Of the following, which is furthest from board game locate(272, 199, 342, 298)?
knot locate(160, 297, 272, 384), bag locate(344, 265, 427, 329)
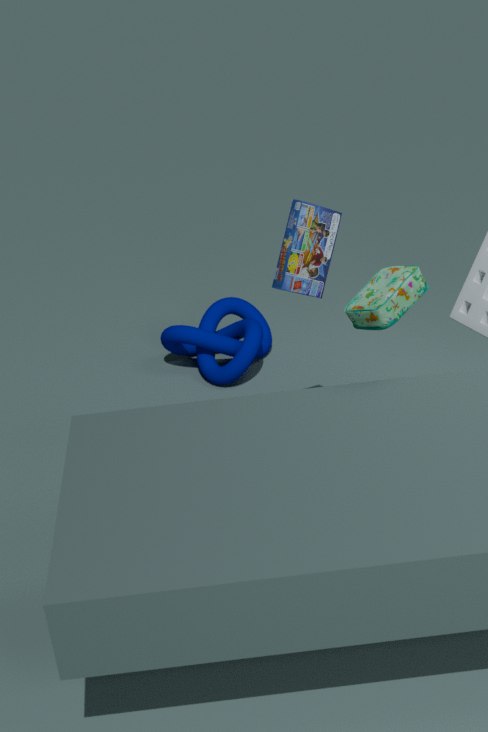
knot locate(160, 297, 272, 384)
